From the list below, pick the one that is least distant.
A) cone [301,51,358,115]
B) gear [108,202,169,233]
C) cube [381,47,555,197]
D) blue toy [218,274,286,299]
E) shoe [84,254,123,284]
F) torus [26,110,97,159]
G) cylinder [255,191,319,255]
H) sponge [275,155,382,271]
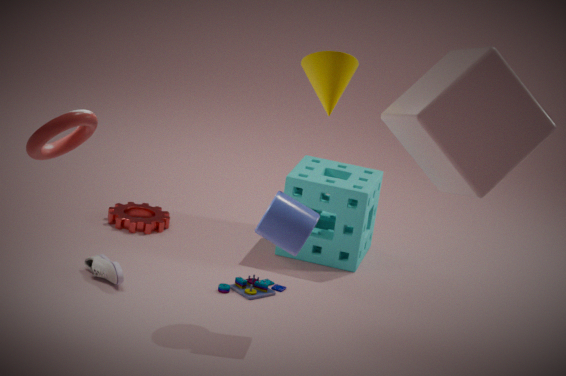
cube [381,47,555,197]
